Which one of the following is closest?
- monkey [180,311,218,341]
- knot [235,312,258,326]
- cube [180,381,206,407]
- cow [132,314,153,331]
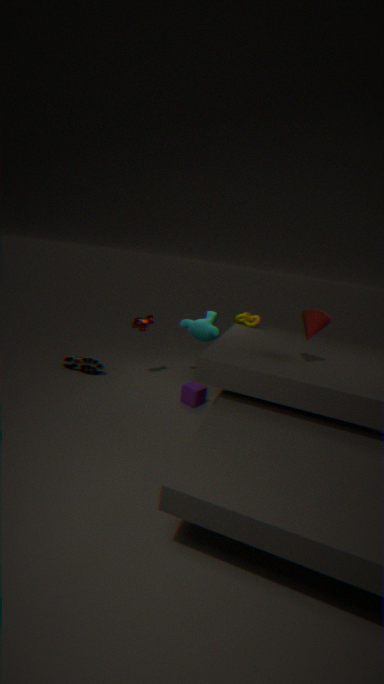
cube [180,381,206,407]
